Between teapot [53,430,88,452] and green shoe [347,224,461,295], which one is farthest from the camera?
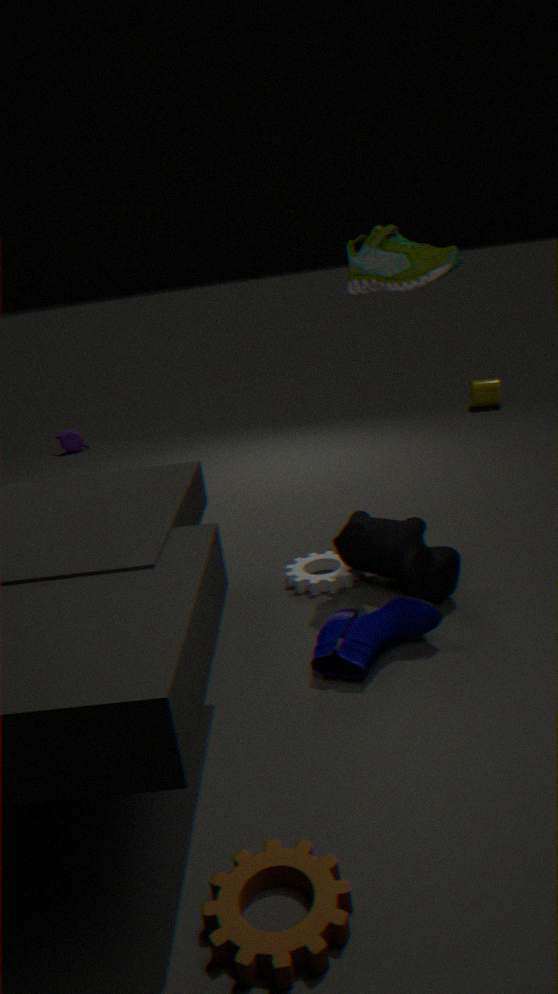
teapot [53,430,88,452]
